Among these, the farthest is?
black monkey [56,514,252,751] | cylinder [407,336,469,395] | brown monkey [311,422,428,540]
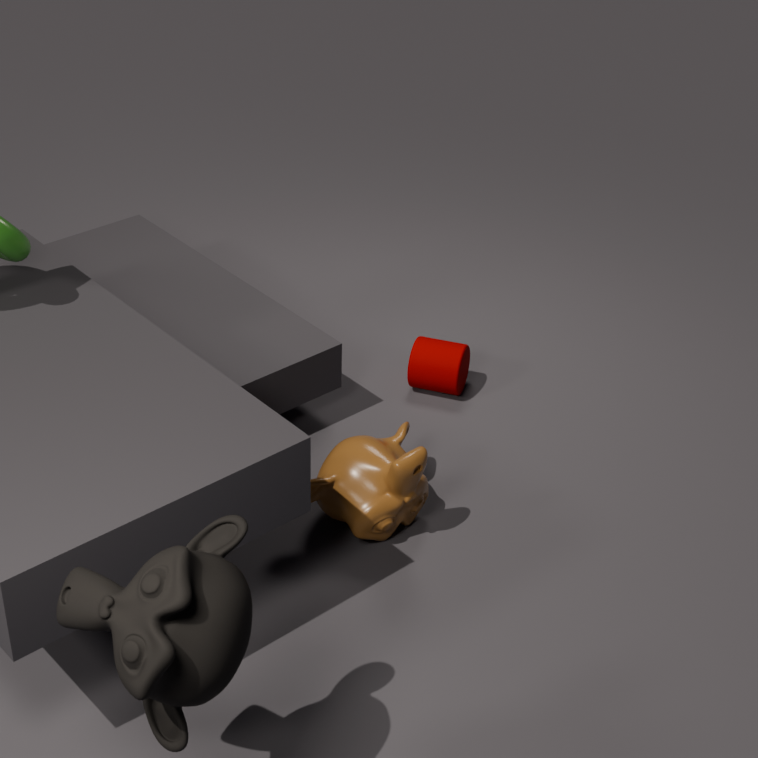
cylinder [407,336,469,395]
